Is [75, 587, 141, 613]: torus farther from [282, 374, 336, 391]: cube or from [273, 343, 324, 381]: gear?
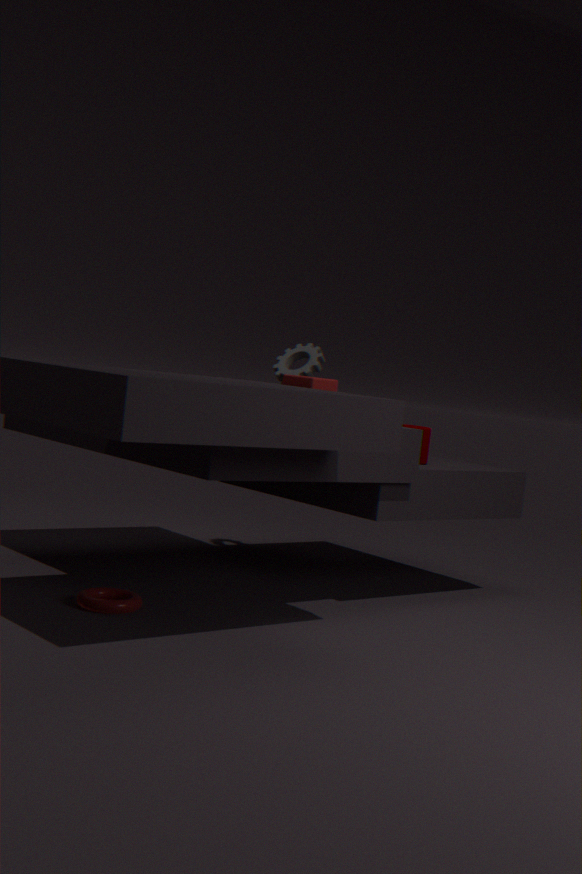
[273, 343, 324, 381]: gear
